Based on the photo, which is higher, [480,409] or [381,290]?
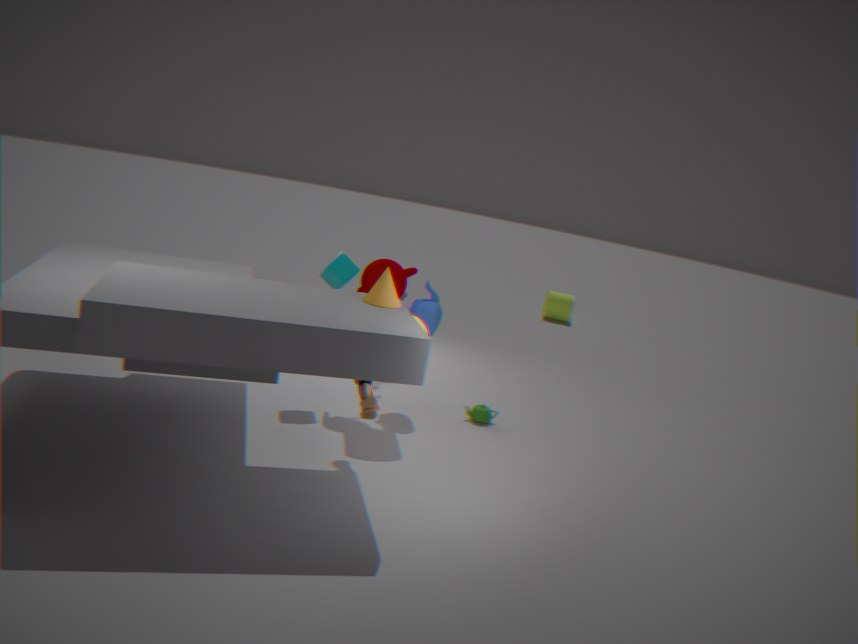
[381,290]
